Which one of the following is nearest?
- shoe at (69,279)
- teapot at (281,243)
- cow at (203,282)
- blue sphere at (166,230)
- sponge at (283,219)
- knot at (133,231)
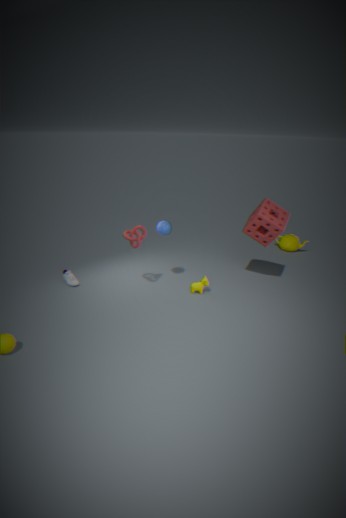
knot at (133,231)
